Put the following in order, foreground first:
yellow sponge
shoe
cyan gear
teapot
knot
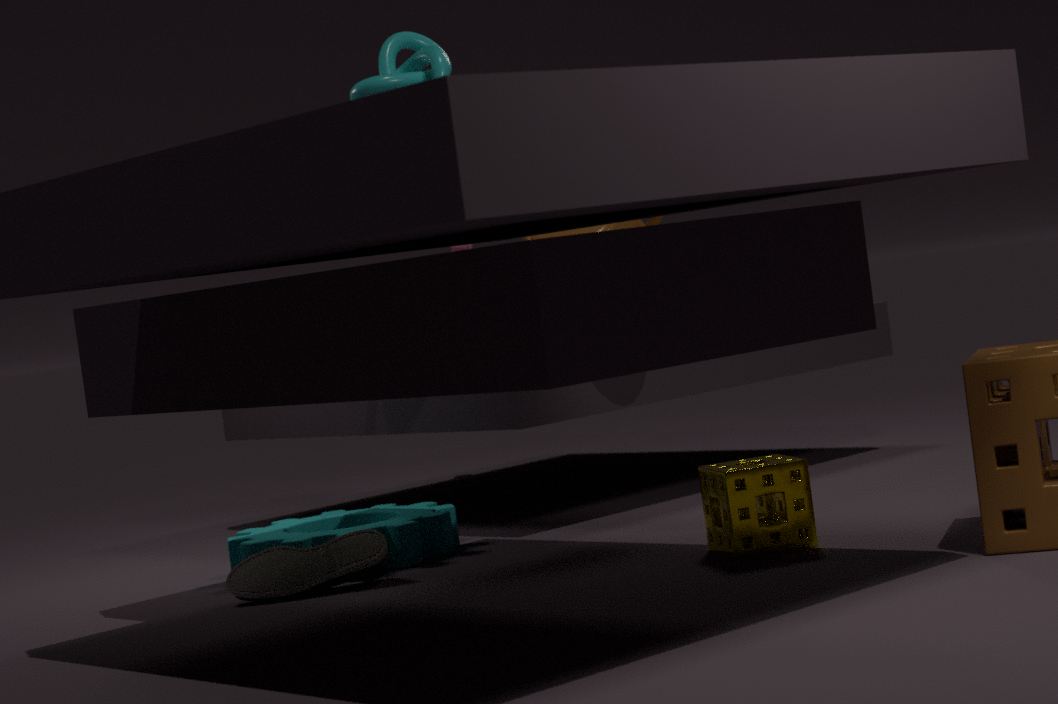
yellow sponge < shoe < cyan gear < knot < teapot
